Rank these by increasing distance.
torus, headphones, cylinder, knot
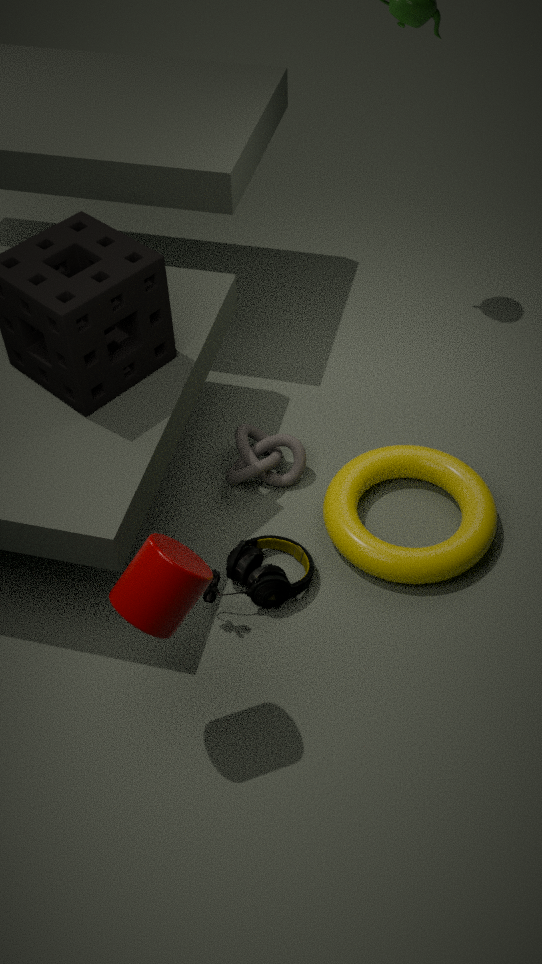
cylinder → headphones → torus → knot
